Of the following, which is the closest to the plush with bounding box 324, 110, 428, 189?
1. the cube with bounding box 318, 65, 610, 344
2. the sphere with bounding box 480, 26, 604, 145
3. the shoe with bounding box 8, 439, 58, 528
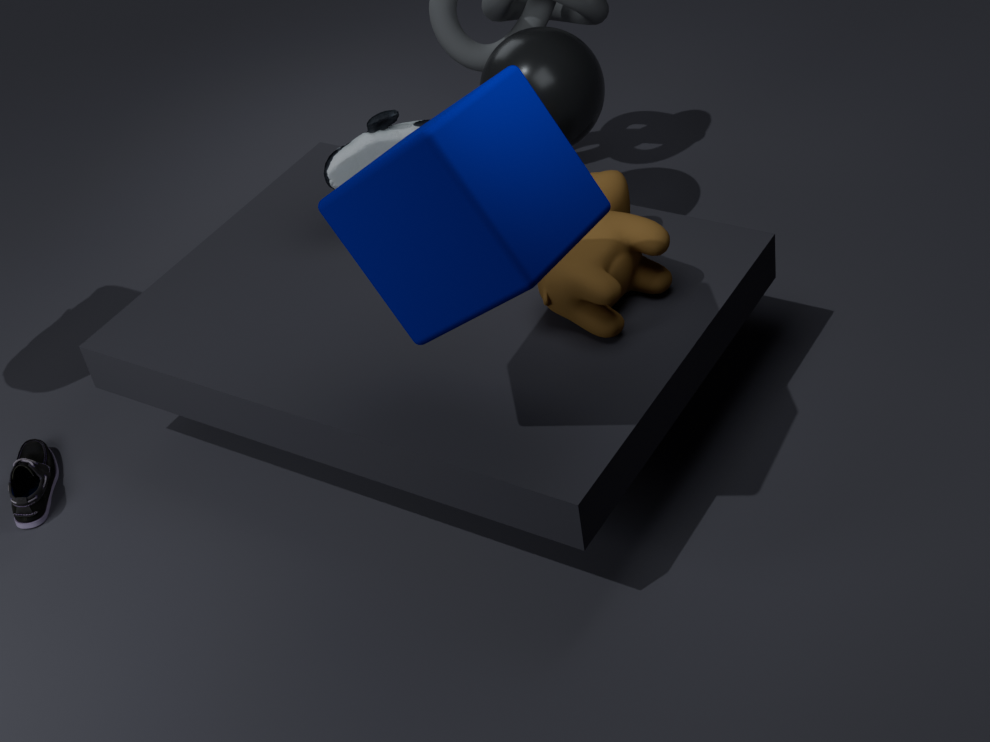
the sphere with bounding box 480, 26, 604, 145
